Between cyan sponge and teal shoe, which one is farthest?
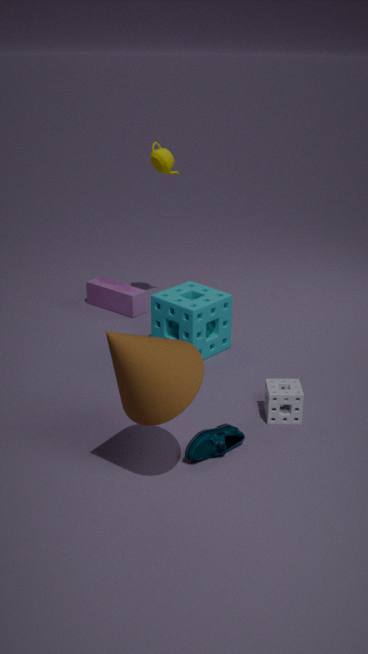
cyan sponge
